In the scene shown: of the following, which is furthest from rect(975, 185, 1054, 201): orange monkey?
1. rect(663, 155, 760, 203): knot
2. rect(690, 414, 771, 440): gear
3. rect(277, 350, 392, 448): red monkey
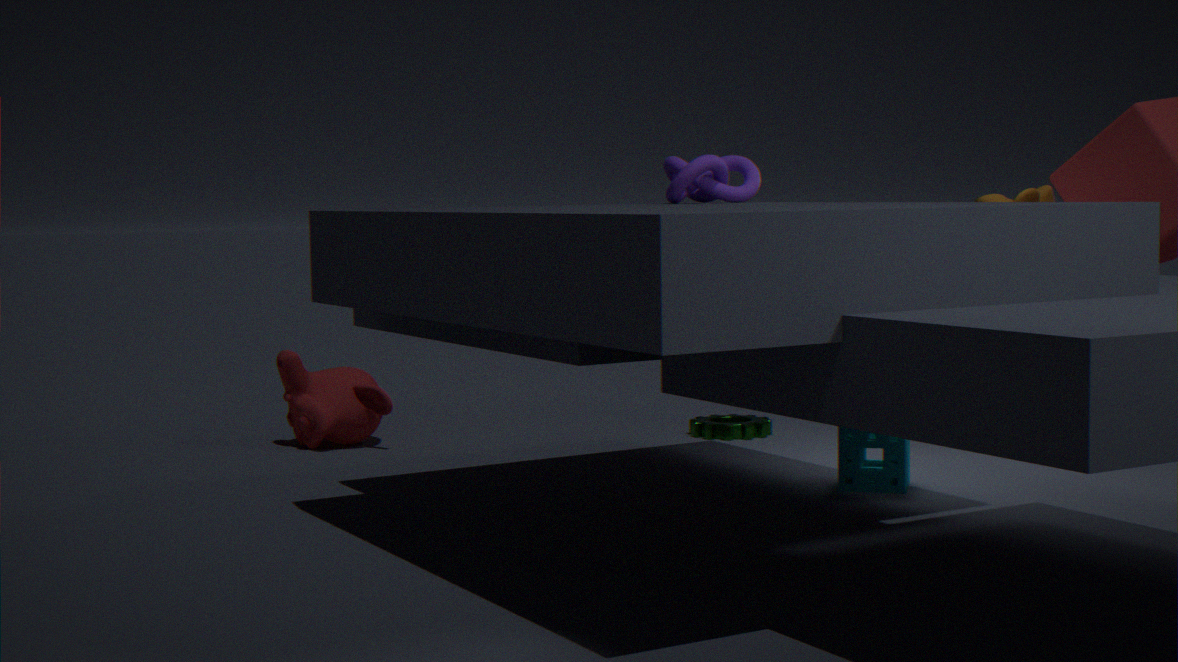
rect(277, 350, 392, 448): red monkey
